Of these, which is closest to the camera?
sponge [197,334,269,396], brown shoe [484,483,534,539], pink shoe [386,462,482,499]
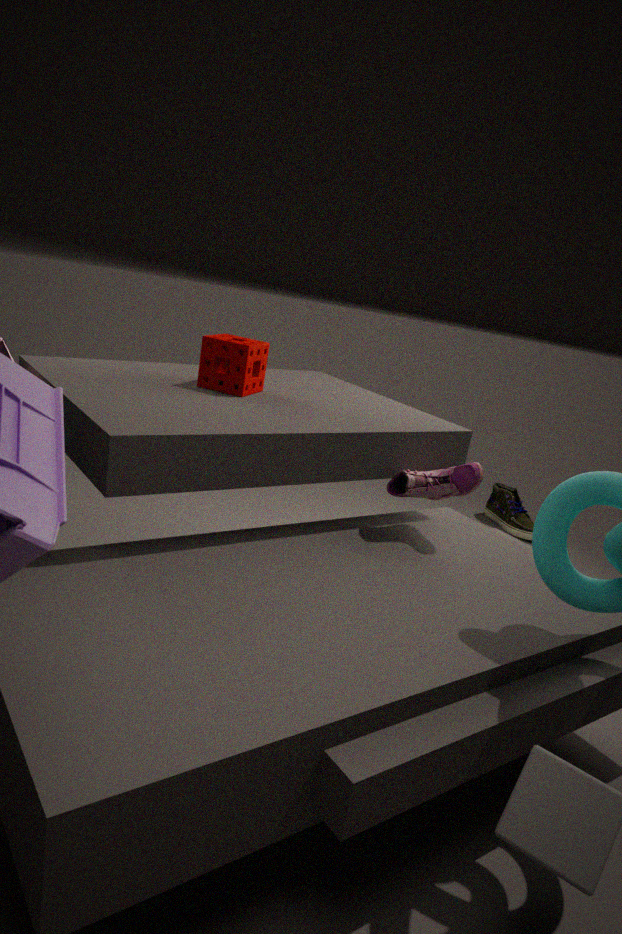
pink shoe [386,462,482,499]
